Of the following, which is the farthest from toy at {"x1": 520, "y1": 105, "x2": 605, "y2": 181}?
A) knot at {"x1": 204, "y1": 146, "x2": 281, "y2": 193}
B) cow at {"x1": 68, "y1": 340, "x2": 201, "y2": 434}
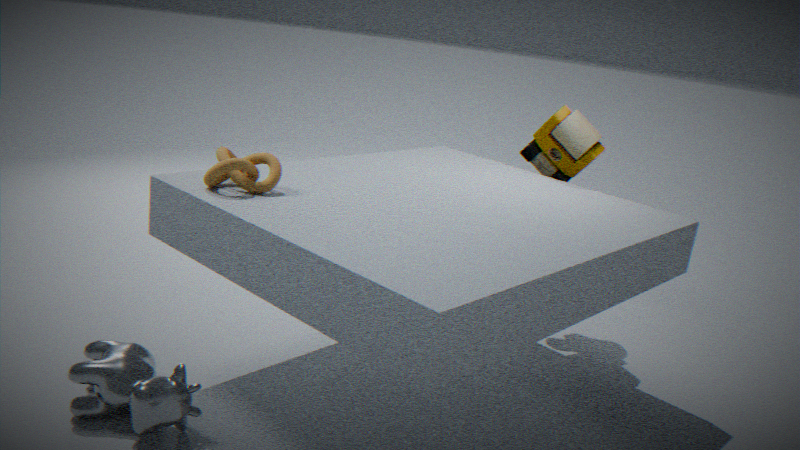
cow at {"x1": 68, "y1": 340, "x2": 201, "y2": 434}
